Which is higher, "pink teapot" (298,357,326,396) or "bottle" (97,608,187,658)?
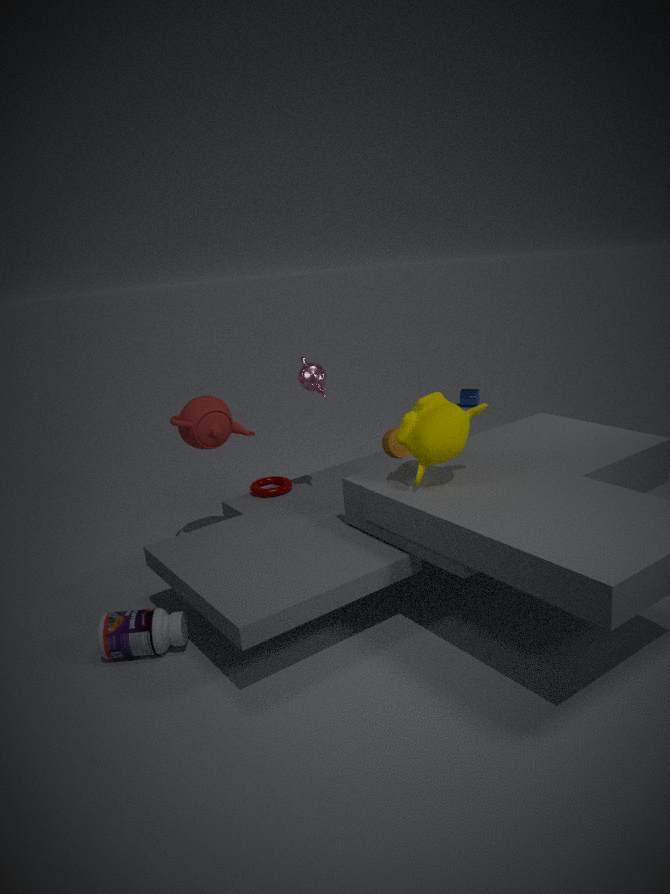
"pink teapot" (298,357,326,396)
